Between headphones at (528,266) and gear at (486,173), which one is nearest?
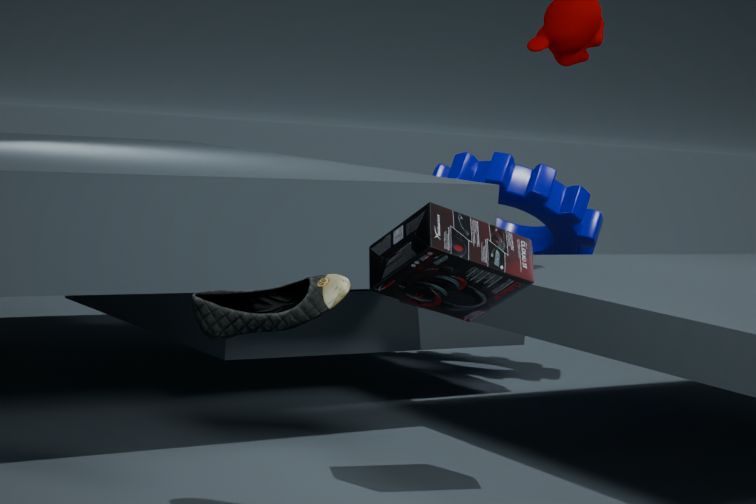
headphones at (528,266)
